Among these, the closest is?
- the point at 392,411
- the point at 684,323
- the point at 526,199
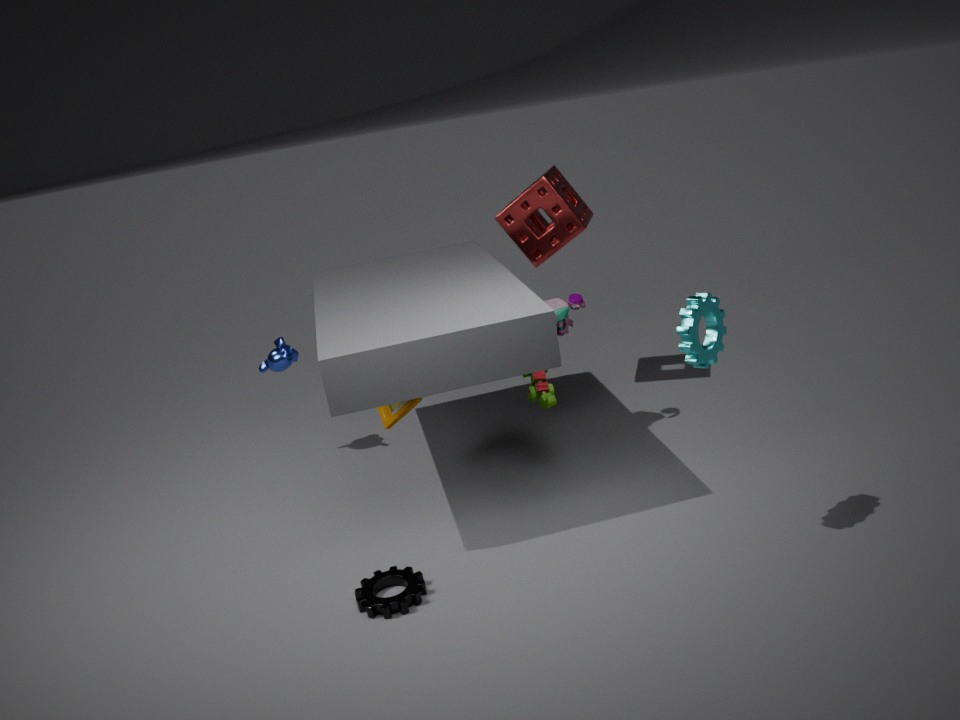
the point at 684,323
